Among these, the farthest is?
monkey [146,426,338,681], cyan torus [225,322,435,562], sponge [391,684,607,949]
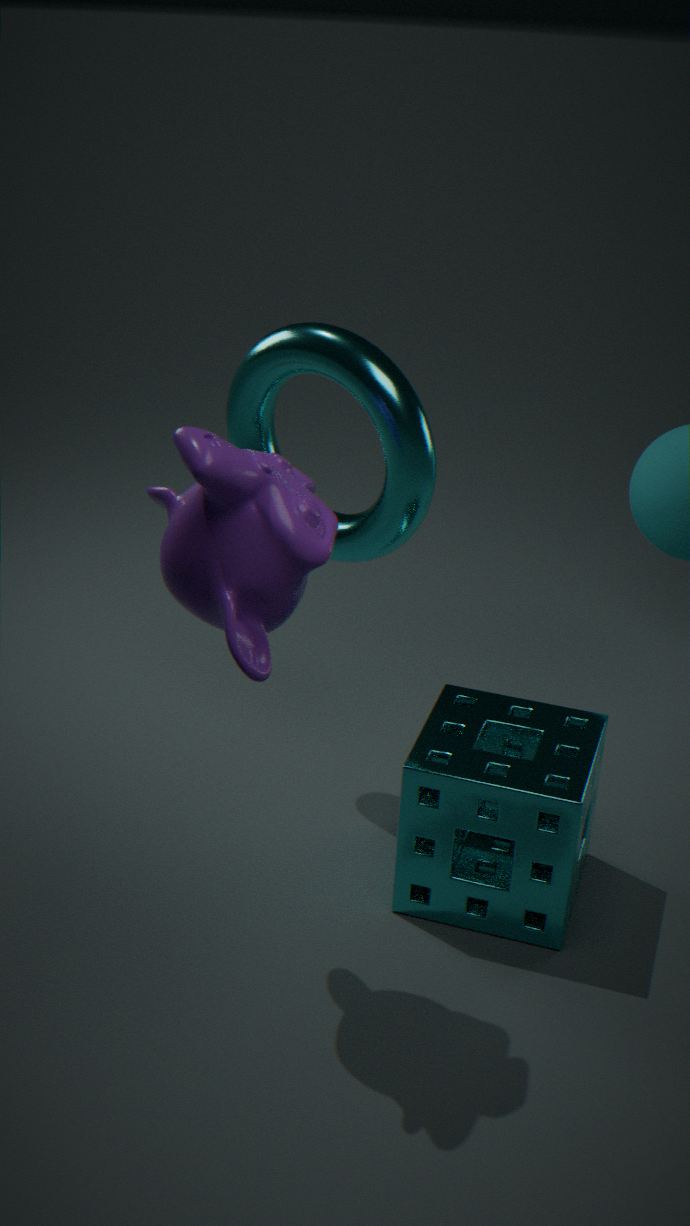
cyan torus [225,322,435,562]
